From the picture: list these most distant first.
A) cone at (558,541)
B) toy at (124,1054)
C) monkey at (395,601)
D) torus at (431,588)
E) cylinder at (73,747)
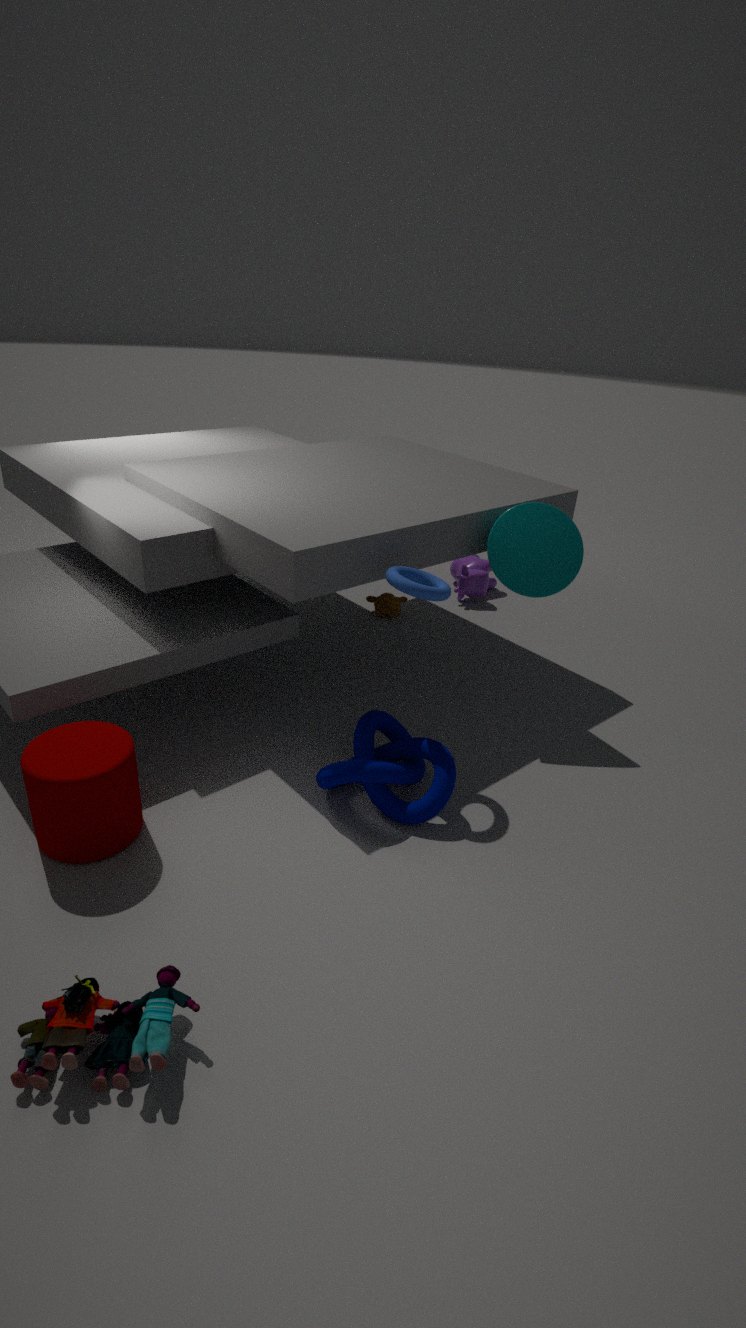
monkey at (395,601), cone at (558,541), torus at (431,588), cylinder at (73,747), toy at (124,1054)
